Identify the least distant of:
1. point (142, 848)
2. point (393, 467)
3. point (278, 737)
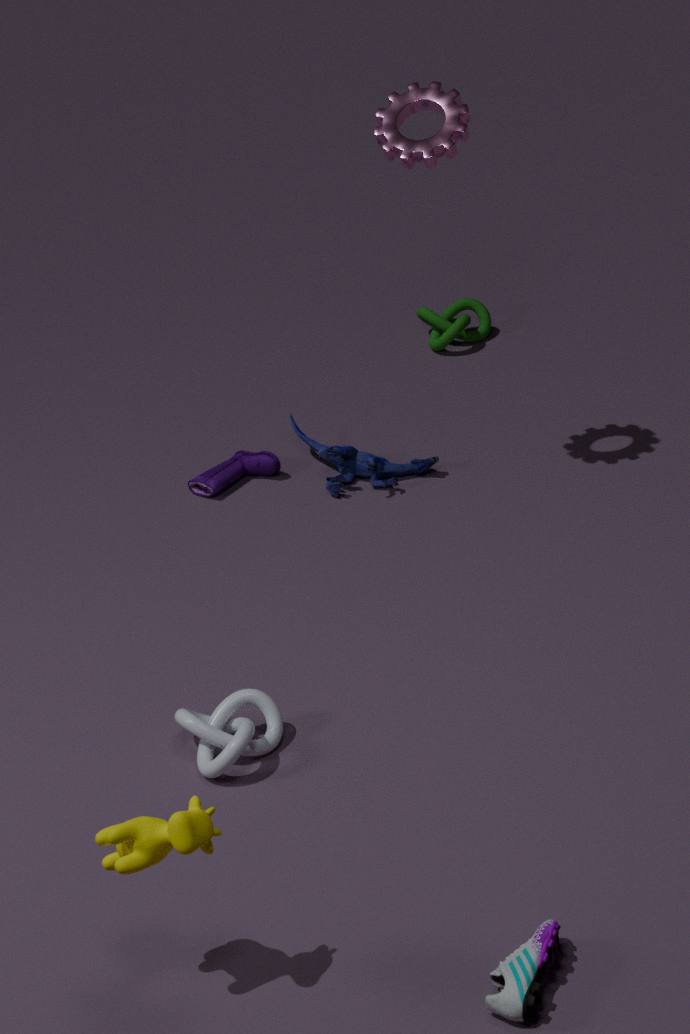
point (142, 848)
